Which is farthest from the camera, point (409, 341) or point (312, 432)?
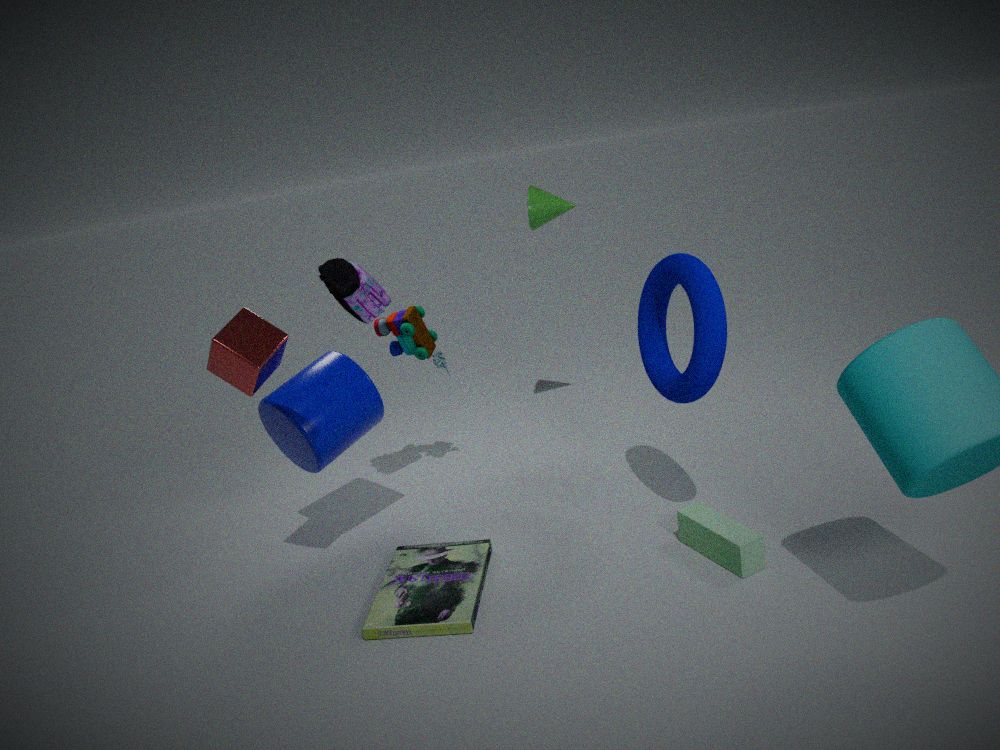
point (409, 341)
